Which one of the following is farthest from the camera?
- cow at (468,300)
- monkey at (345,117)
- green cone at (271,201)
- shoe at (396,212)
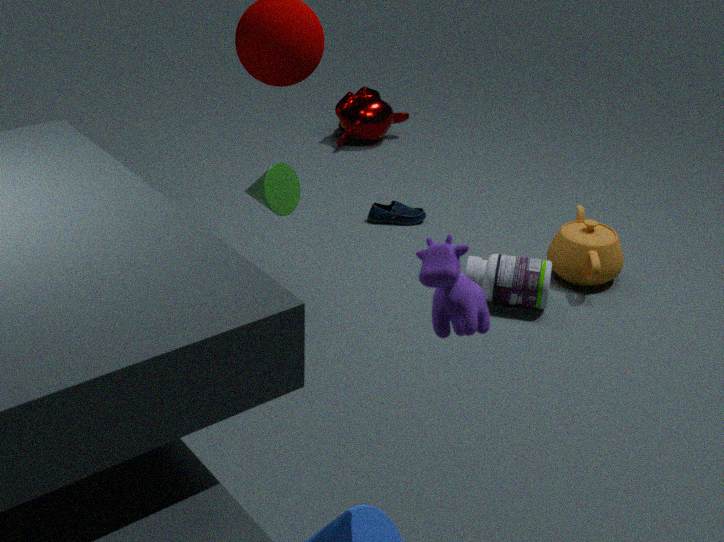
monkey at (345,117)
